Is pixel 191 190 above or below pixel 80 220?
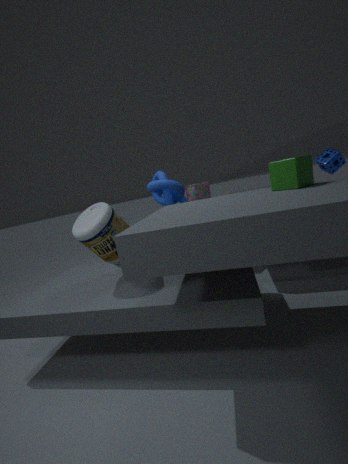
above
